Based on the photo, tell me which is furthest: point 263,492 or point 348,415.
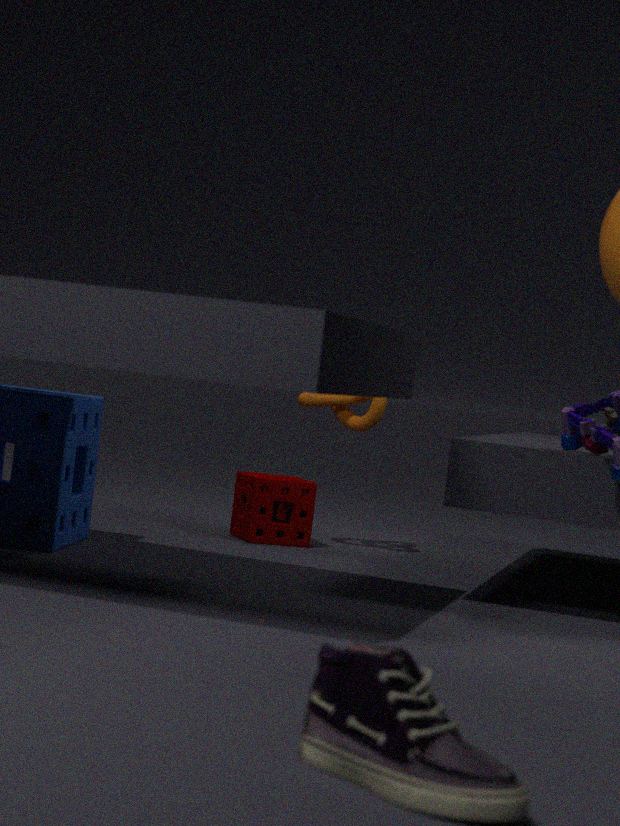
point 348,415
